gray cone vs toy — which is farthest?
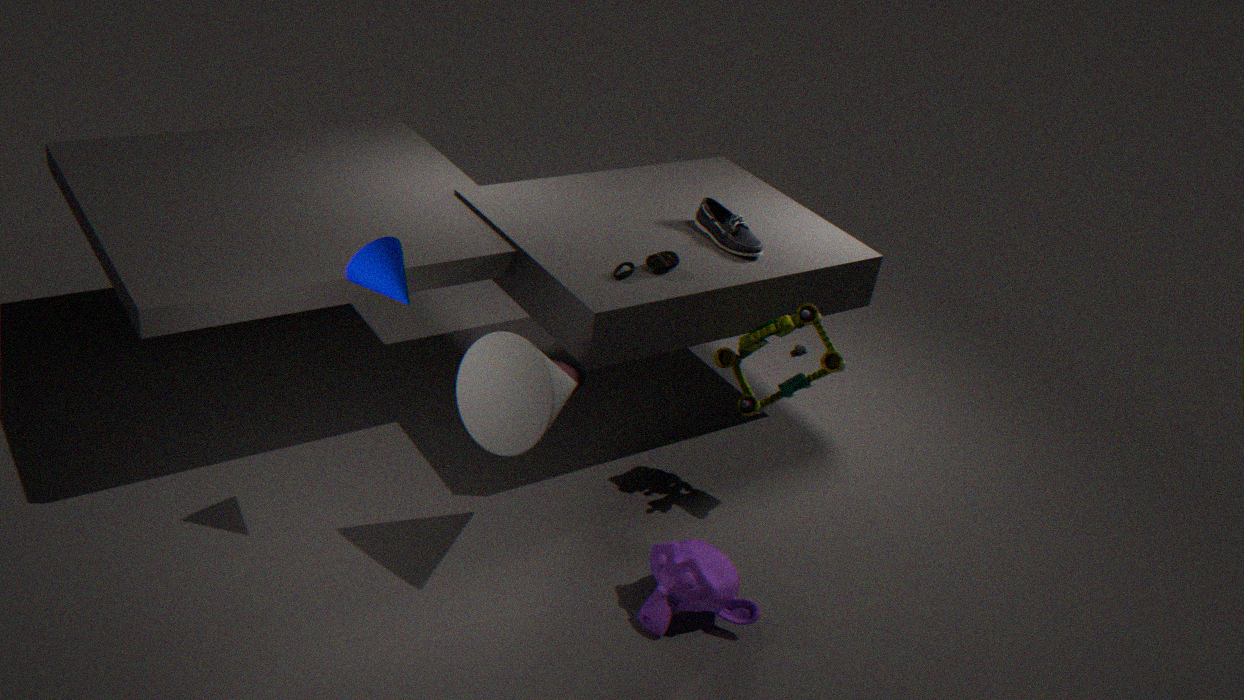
toy
